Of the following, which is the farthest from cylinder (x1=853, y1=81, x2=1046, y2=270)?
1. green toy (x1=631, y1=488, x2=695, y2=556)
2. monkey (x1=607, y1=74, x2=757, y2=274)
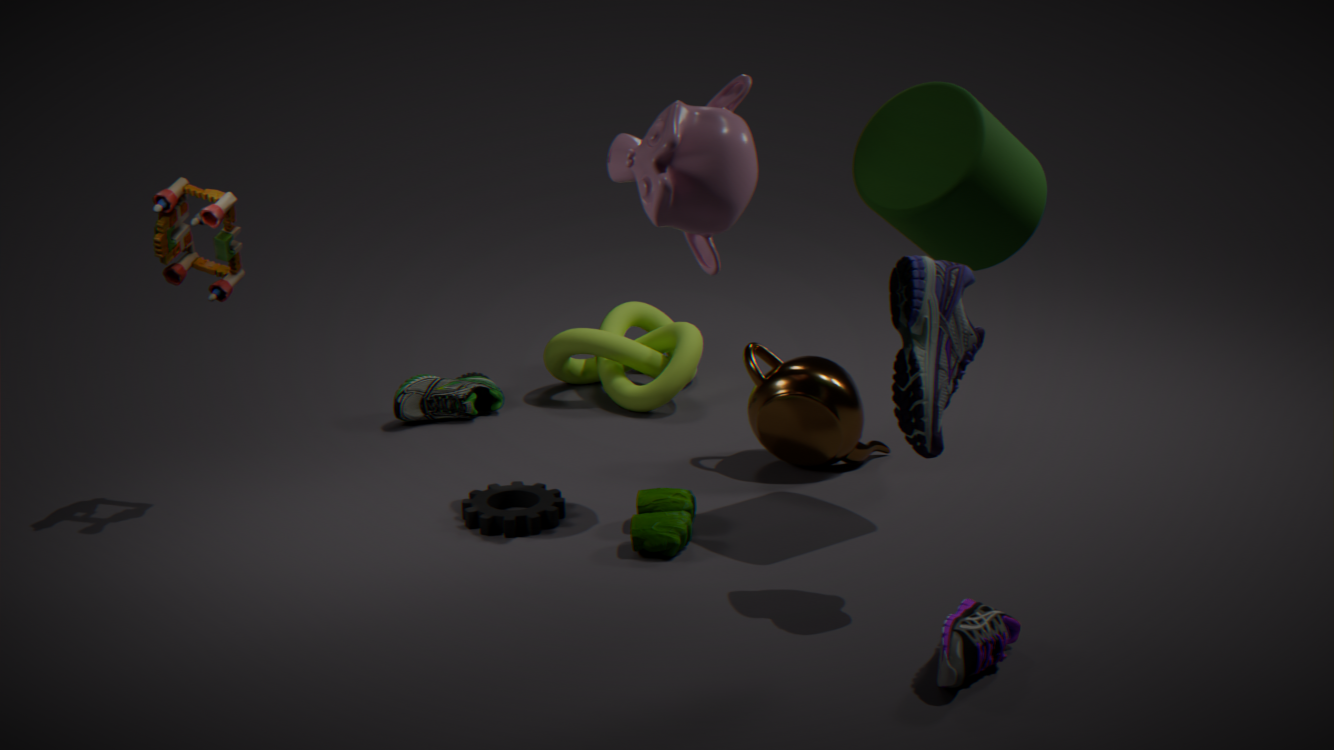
green toy (x1=631, y1=488, x2=695, y2=556)
